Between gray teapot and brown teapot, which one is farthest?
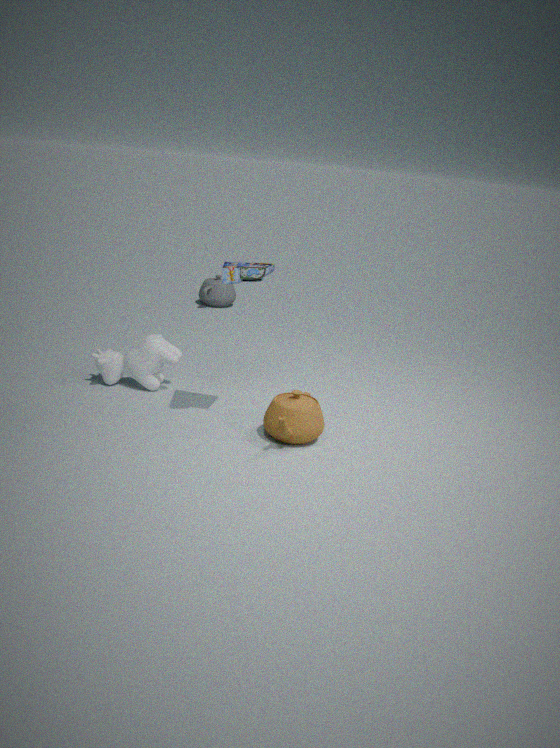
gray teapot
